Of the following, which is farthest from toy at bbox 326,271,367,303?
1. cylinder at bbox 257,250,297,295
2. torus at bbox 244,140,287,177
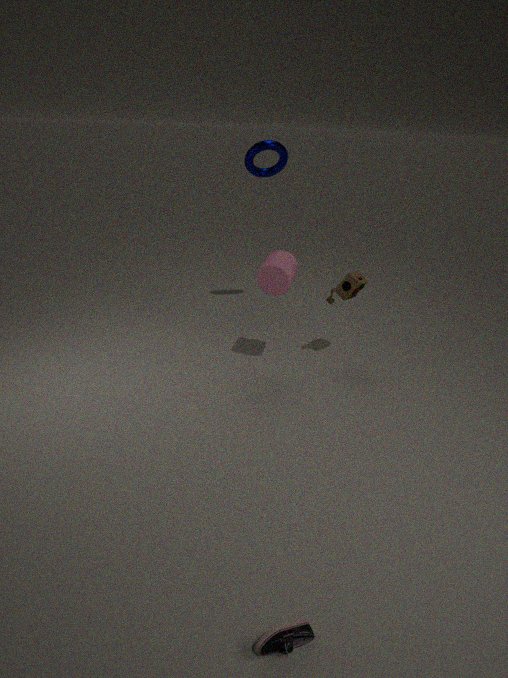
torus at bbox 244,140,287,177
